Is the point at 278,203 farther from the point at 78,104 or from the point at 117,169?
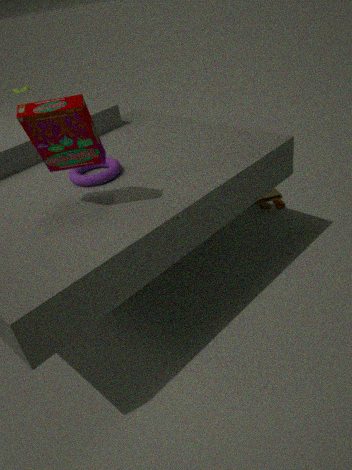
the point at 78,104
